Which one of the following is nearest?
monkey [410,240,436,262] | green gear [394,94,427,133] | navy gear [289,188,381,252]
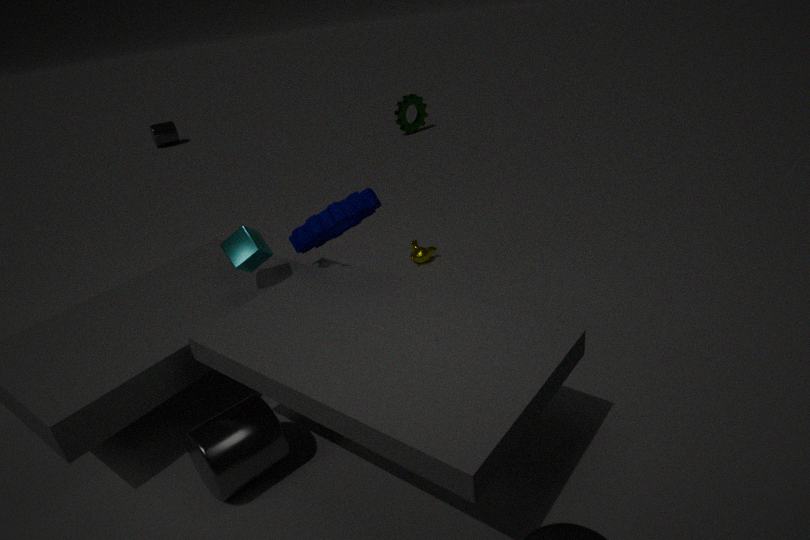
navy gear [289,188,381,252]
